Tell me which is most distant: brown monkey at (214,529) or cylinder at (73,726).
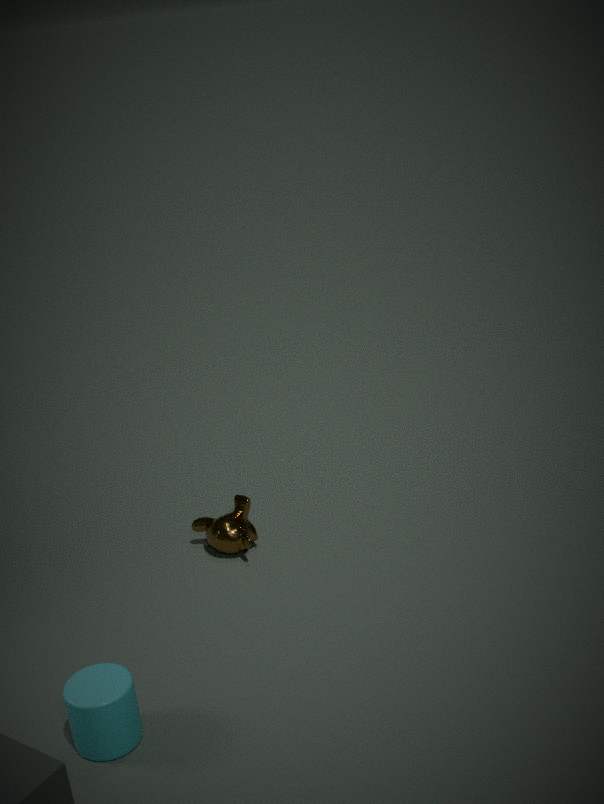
brown monkey at (214,529)
